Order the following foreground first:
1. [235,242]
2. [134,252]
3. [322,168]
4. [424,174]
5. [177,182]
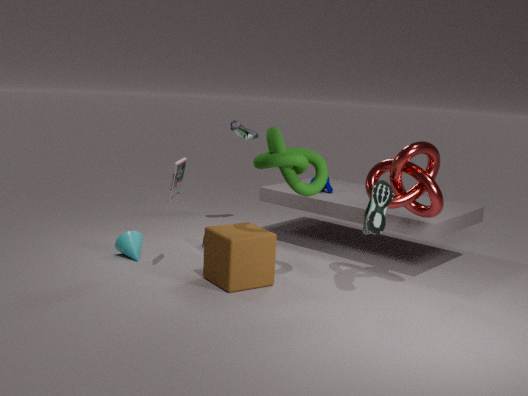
[235,242], [424,174], [322,168], [177,182], [134,252]
